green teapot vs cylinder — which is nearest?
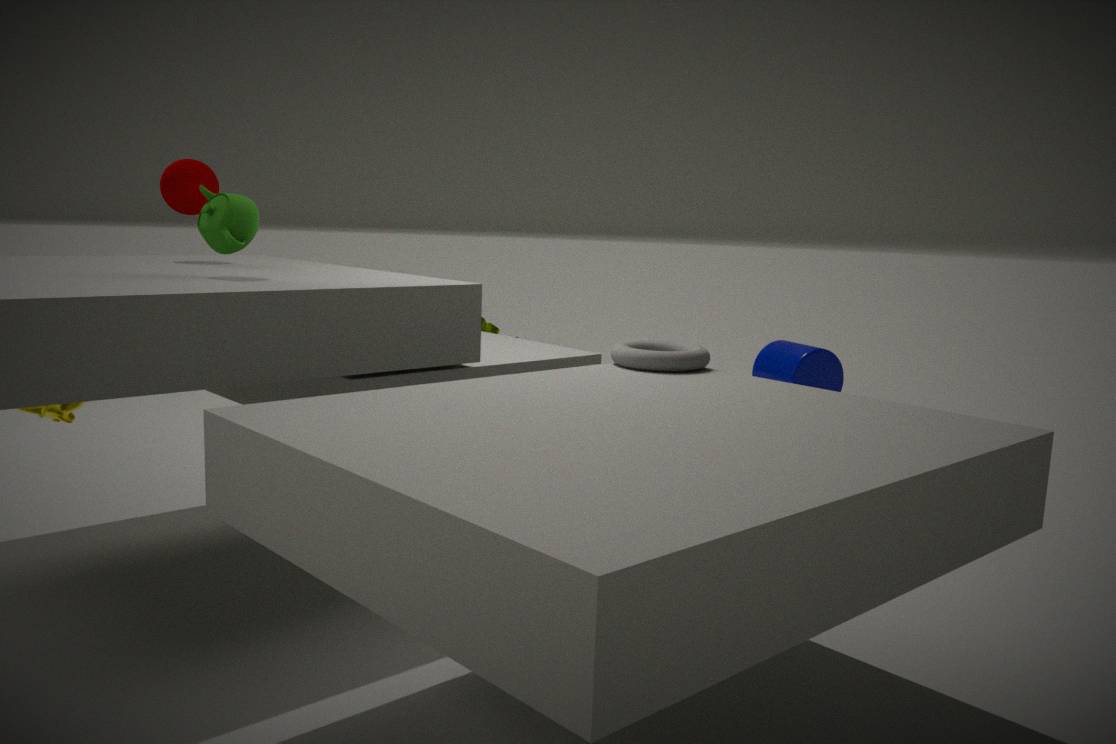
green teapot
